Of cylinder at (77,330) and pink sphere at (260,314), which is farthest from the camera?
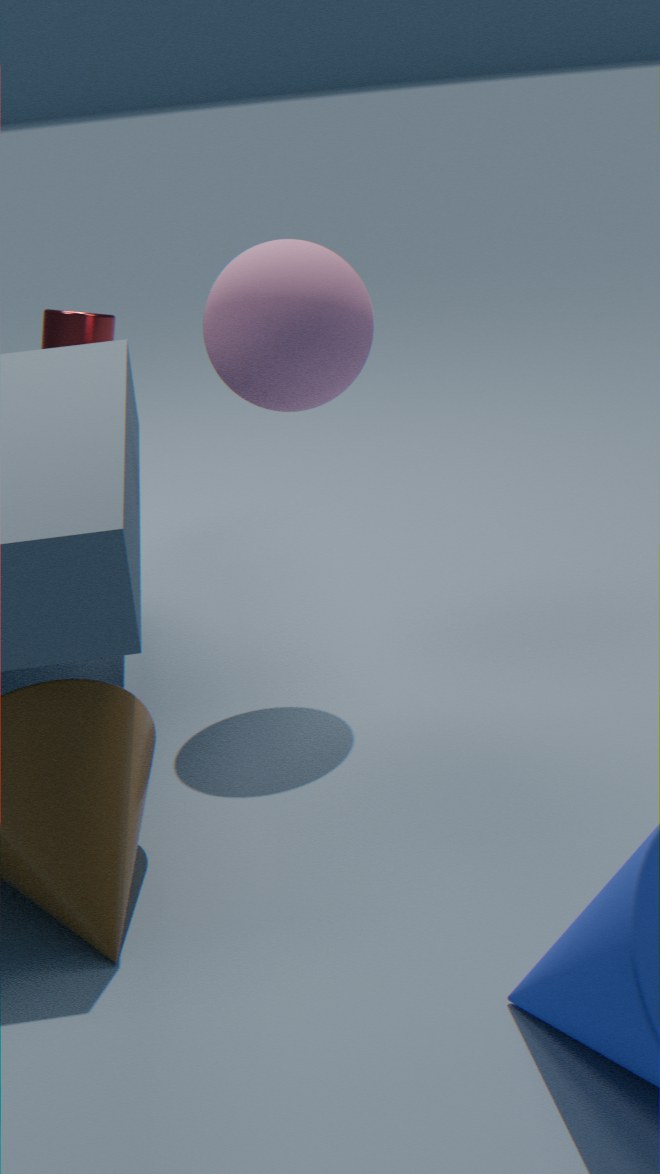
cylinder at (77,330)
